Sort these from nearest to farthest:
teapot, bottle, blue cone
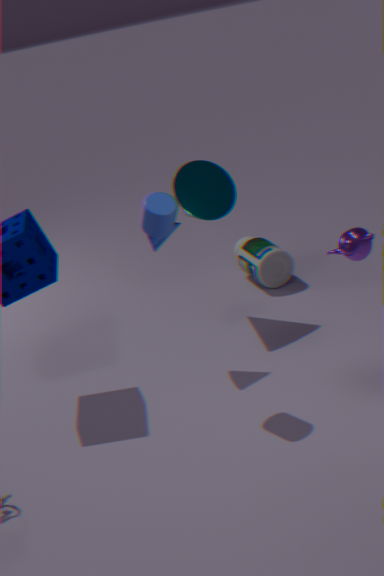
teapot
blue cone
bottle
